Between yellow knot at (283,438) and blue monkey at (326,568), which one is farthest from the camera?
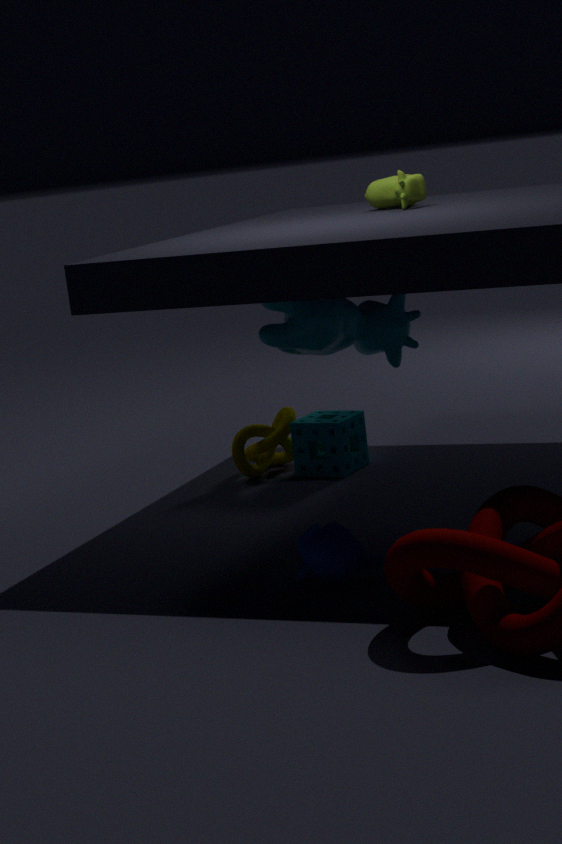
yellow knot at (283,438)
